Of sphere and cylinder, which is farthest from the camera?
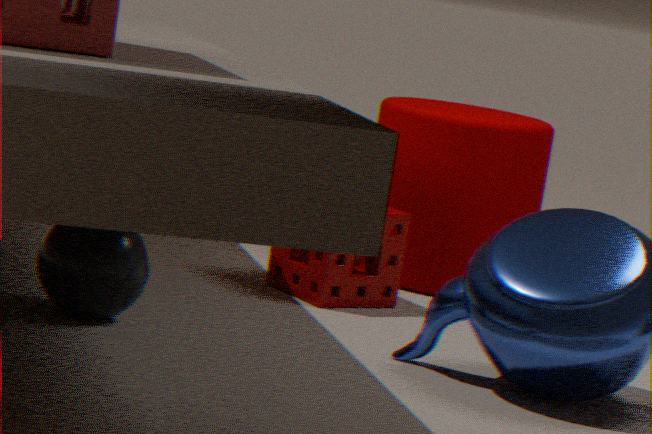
cylinder
